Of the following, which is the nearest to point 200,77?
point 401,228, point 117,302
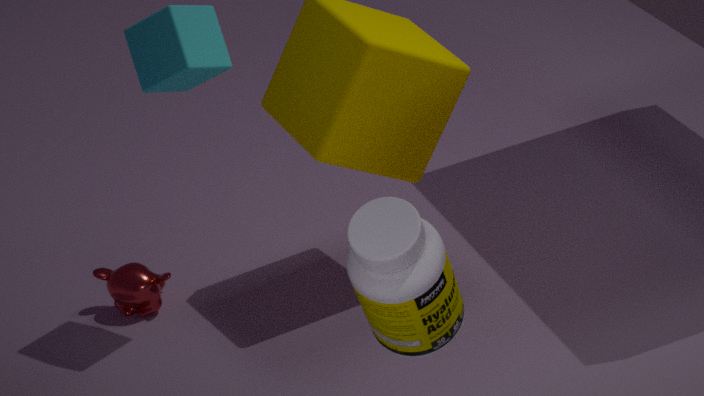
point 117,302
